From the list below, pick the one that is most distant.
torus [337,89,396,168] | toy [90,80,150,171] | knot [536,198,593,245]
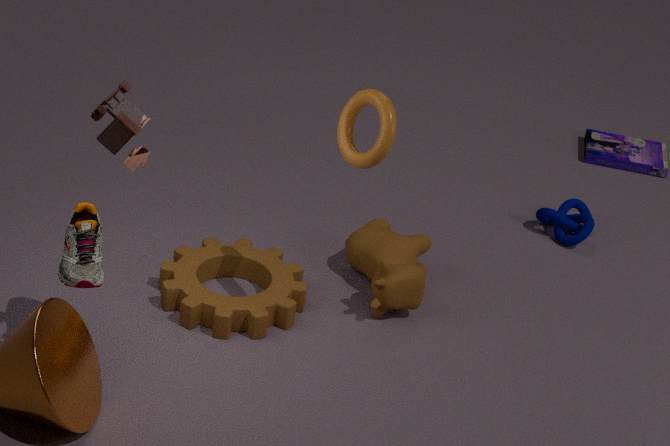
knot [536,198,593,245]
